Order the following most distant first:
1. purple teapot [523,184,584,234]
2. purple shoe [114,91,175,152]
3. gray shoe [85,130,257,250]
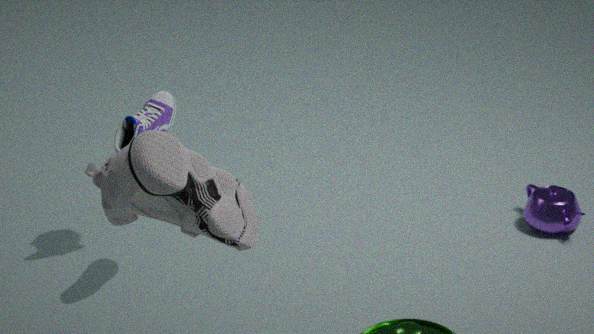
1. purple teapot [523,184,584,234]
2. purple shoe [114,91,175,152]
3. gray shoe [85,130,257,250]
